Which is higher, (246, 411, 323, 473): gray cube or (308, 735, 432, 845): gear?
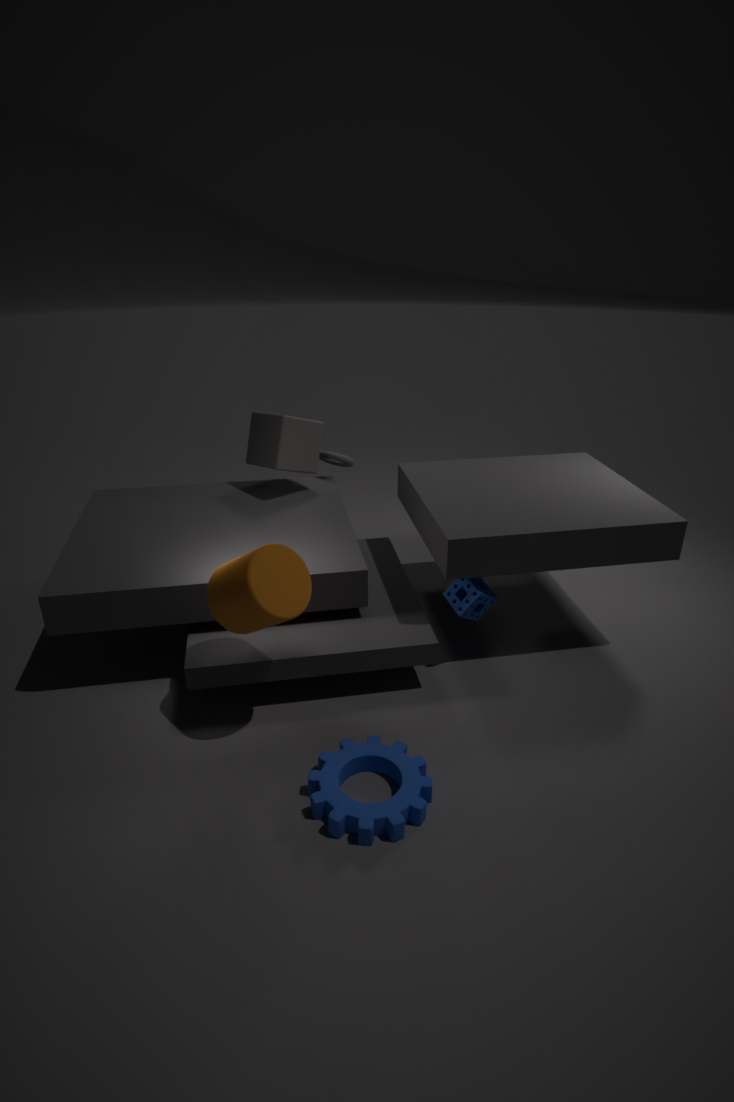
(246, 411, 323, 473): gray cube
